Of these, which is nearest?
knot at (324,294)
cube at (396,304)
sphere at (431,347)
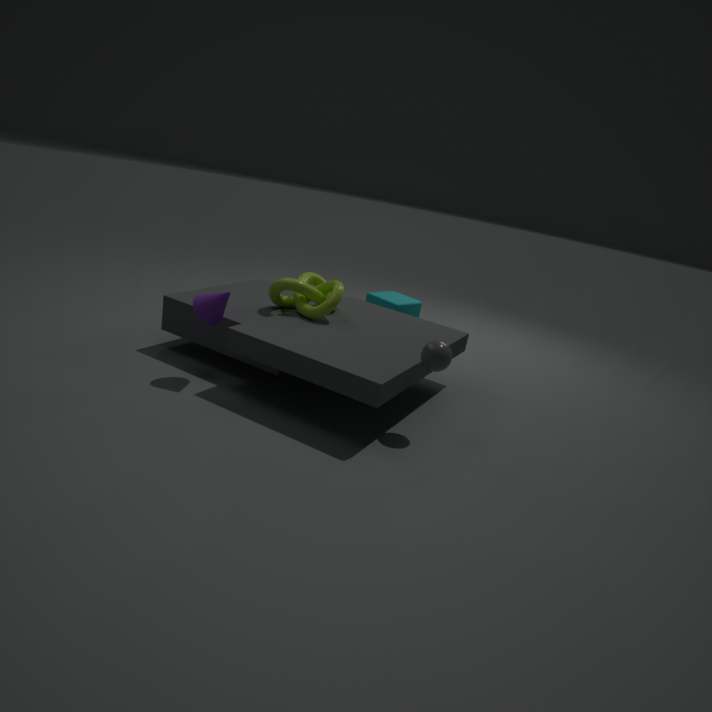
sphere at (431,347)
